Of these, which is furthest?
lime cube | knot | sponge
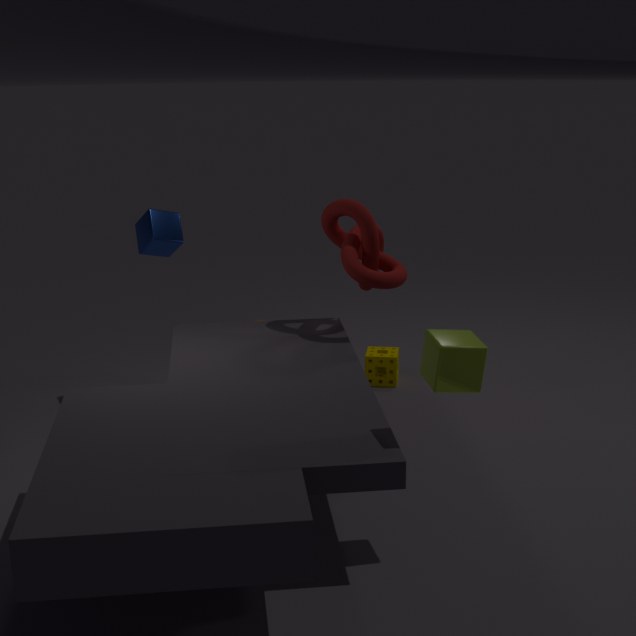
sponge
